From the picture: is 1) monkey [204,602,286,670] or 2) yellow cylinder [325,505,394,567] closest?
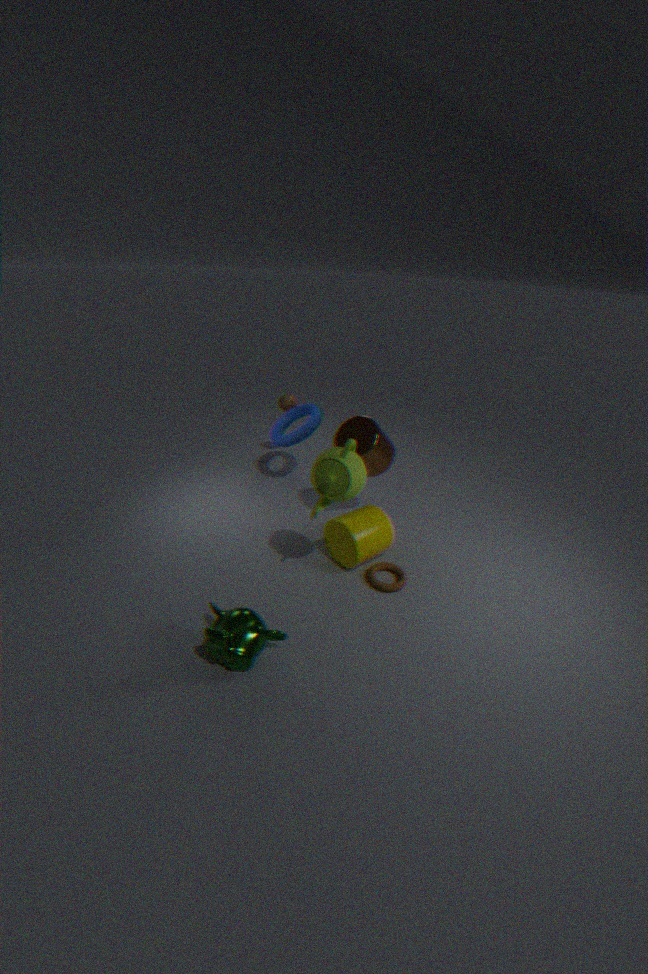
1. monkey [204,602,286,670]
